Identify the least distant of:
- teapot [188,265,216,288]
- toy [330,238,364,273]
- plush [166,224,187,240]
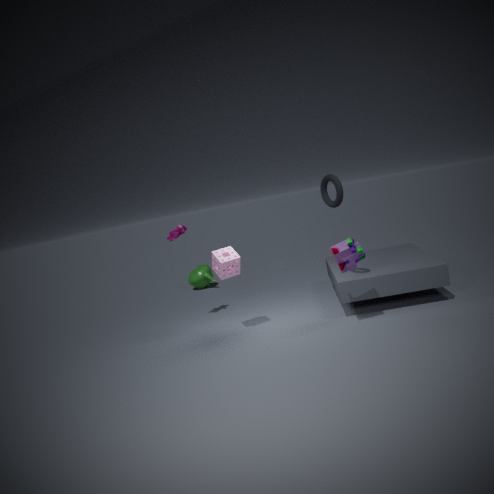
toy [330,238,364,273]
